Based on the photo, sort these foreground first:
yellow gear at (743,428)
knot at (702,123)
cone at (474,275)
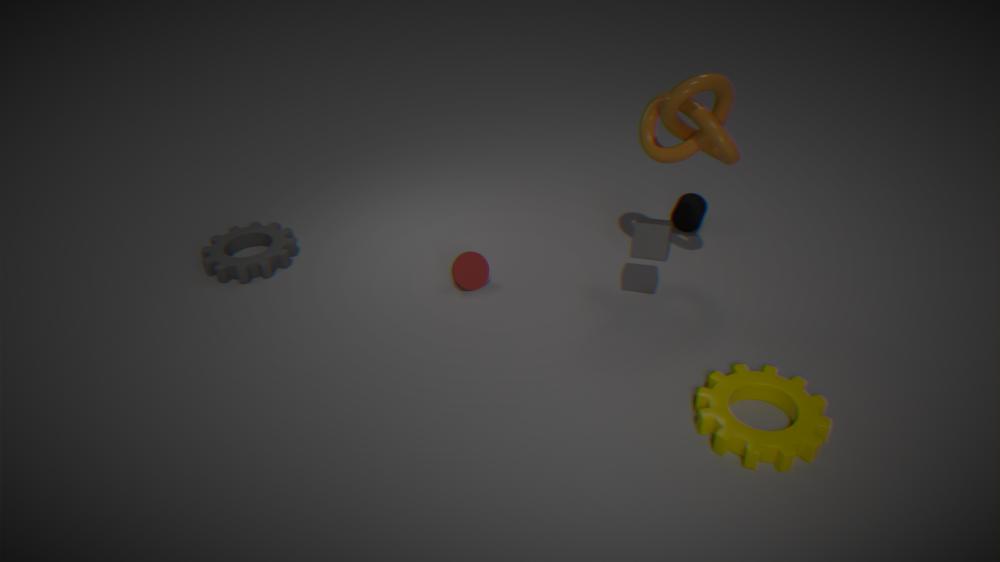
yellow gear at (743,428) → knot at (702,123) → cone at (474,275)
